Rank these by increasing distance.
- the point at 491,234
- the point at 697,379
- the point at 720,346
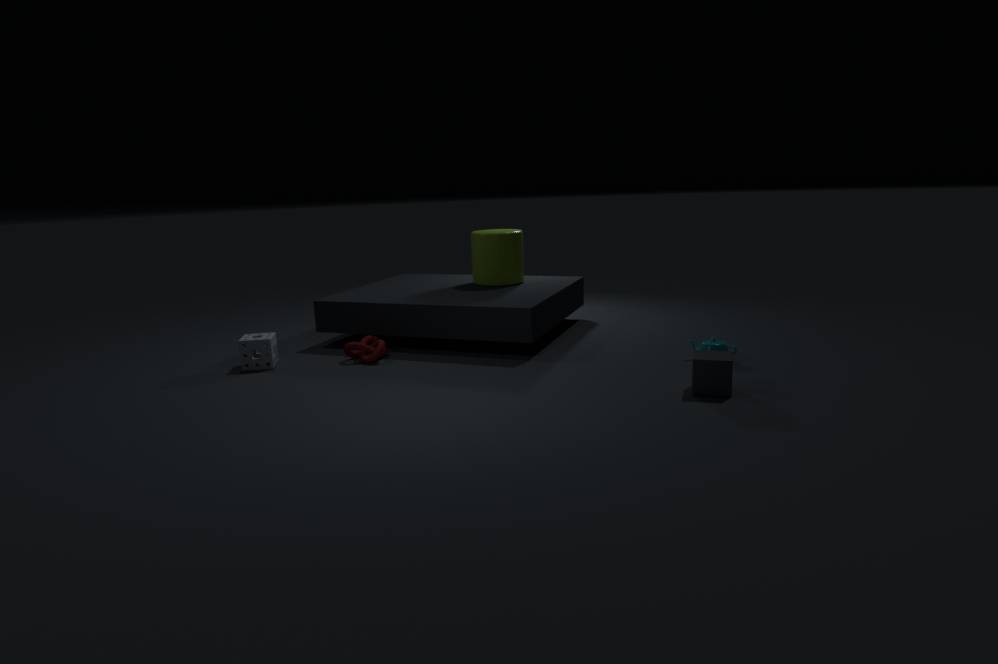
the point at 697,379 < the point at 720,346 < the point at 491,234
